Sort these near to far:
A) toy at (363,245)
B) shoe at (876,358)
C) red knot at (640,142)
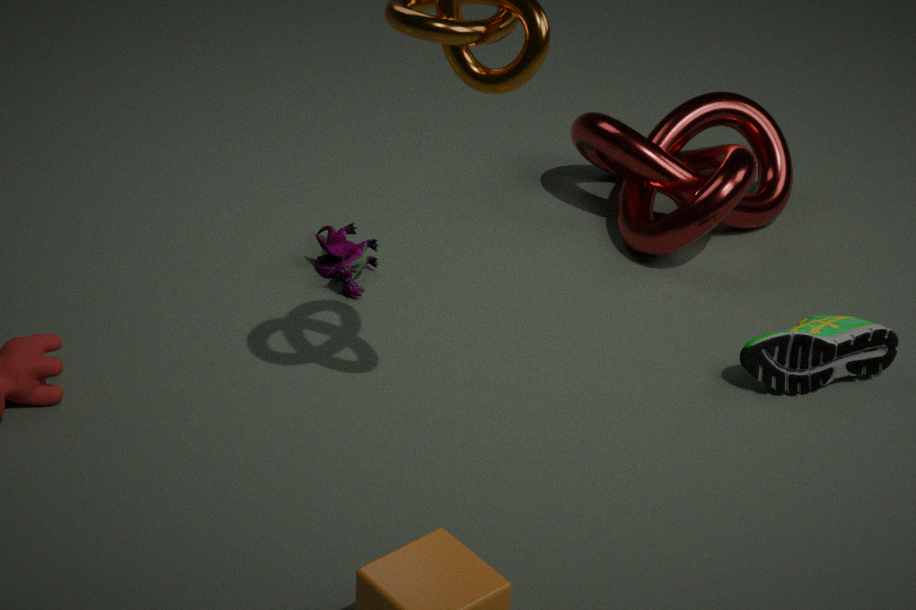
shoe at (876,358) < toy at (363,245) < red knot at (640,142)
